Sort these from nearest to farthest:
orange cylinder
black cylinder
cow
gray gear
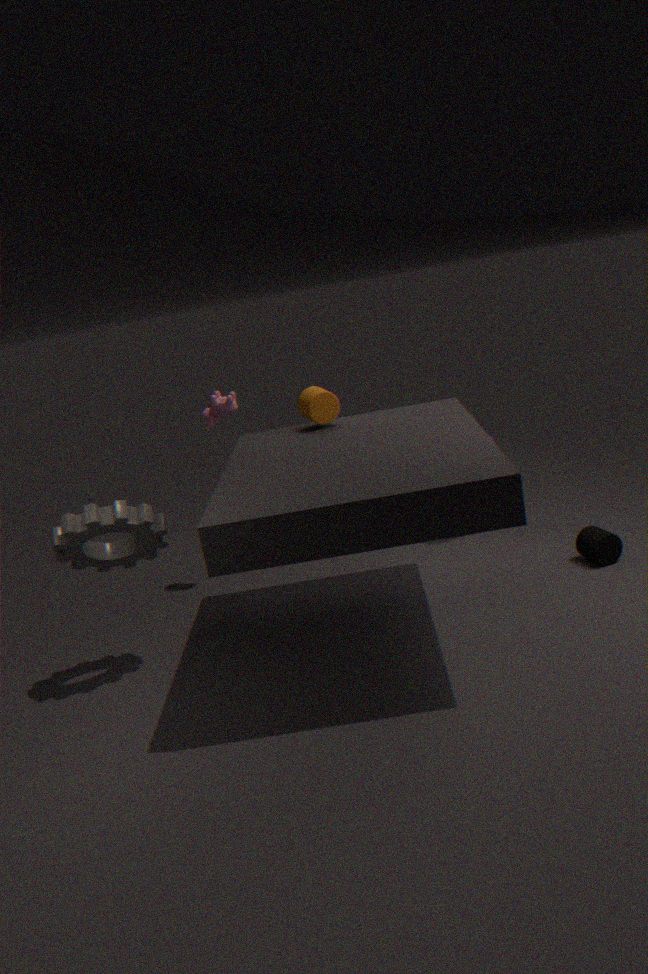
gray gear < orange cylinder < black cylinder < cow
